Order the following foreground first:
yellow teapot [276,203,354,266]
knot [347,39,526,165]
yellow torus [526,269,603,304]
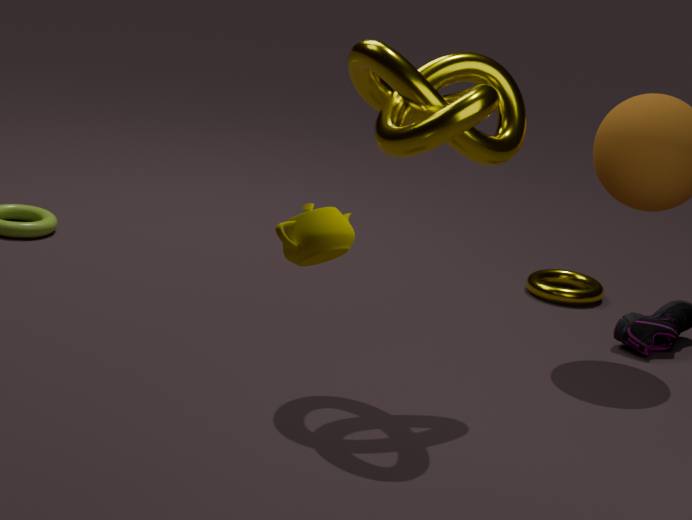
yellow teapot [276,203,354,266], knot [347,39,526,165], yellow torus [526,269,603,304]
